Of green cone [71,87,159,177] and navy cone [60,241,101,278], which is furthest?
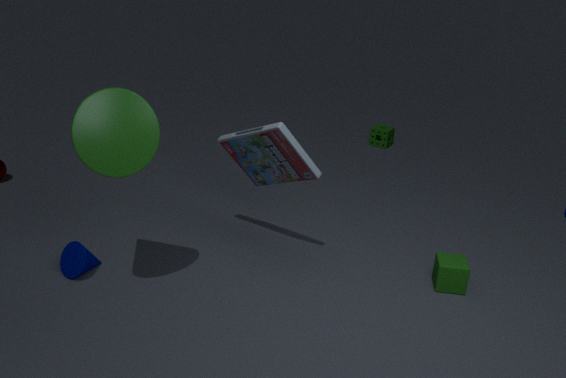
navy cone [60,241,101,278]
